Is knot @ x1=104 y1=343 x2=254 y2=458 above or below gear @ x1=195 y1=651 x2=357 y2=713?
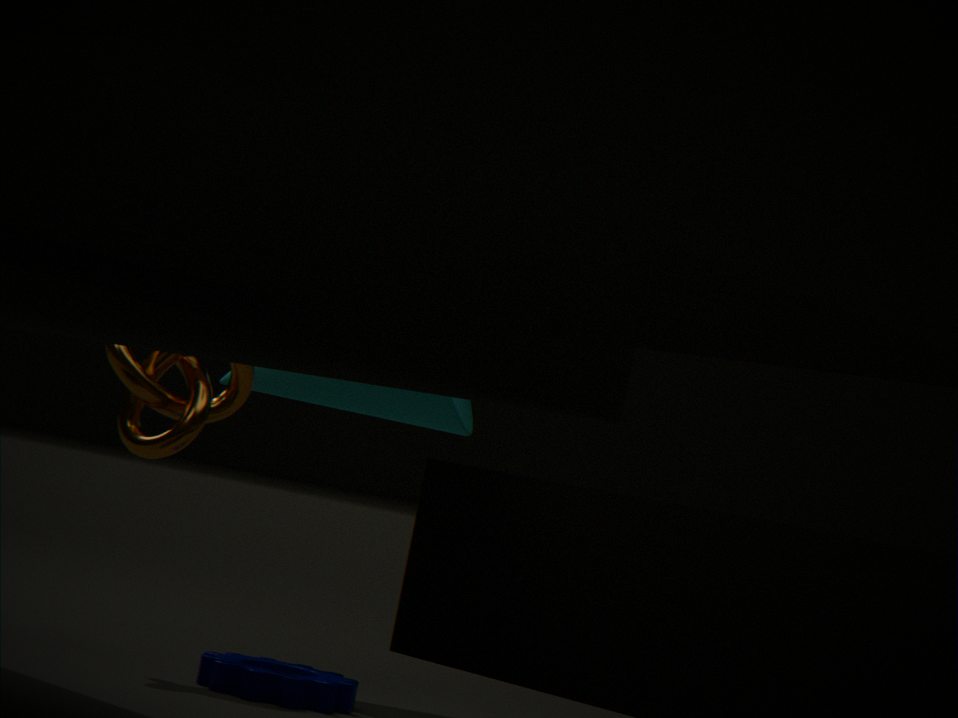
above
